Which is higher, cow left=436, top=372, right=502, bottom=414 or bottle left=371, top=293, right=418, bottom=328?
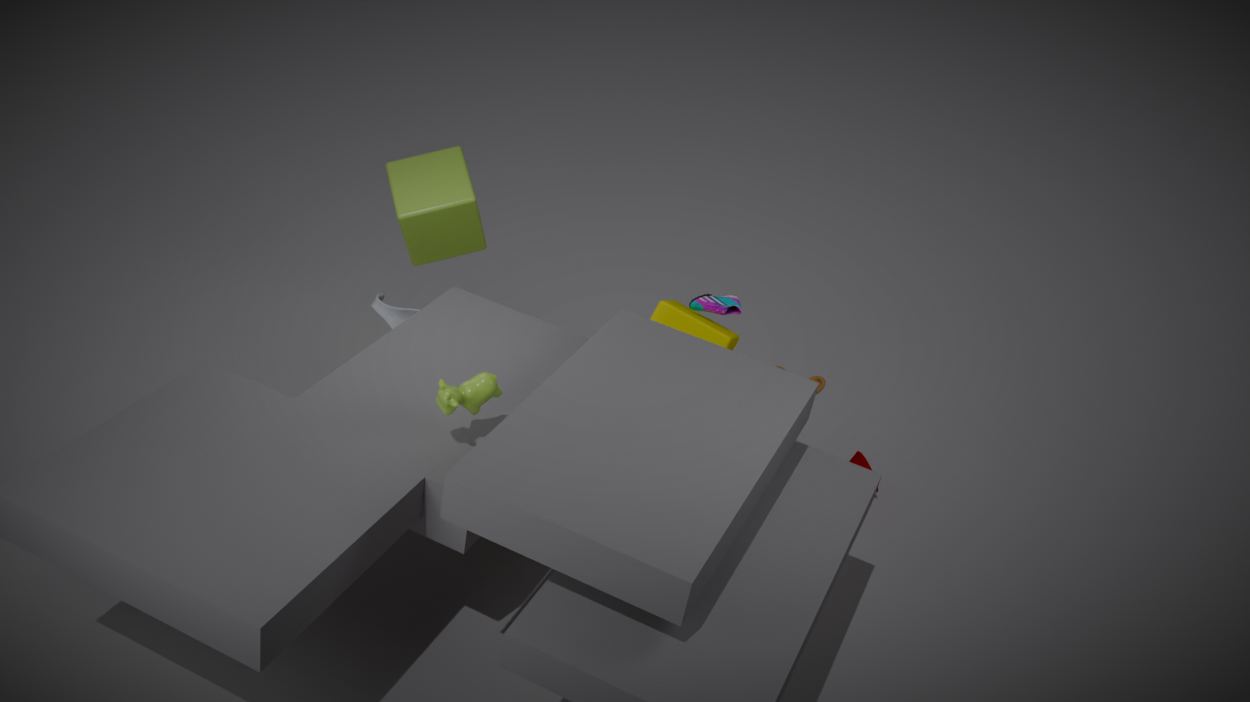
cow left=436, top=372, right=502, bottom=414
